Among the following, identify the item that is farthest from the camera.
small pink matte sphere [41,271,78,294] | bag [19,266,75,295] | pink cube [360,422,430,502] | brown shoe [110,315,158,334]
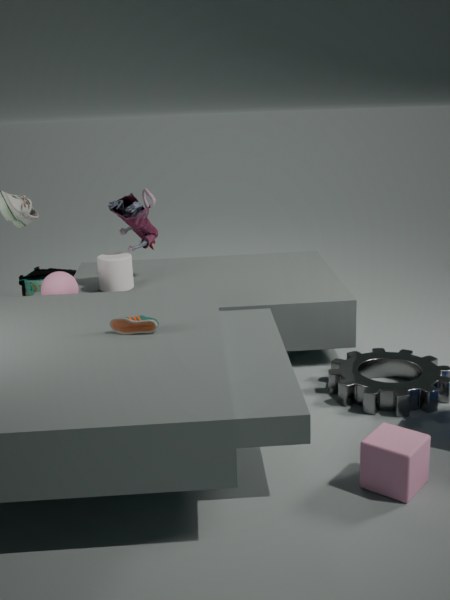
bag [19,266,75,295]
